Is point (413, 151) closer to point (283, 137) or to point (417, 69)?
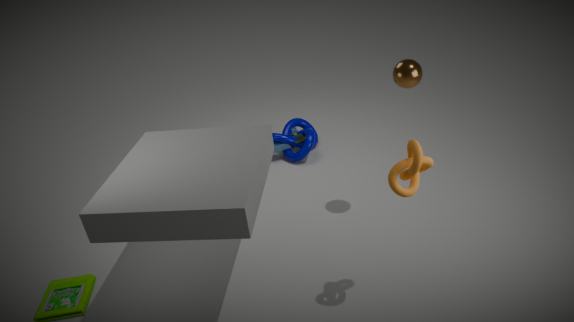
point (417, 69)
